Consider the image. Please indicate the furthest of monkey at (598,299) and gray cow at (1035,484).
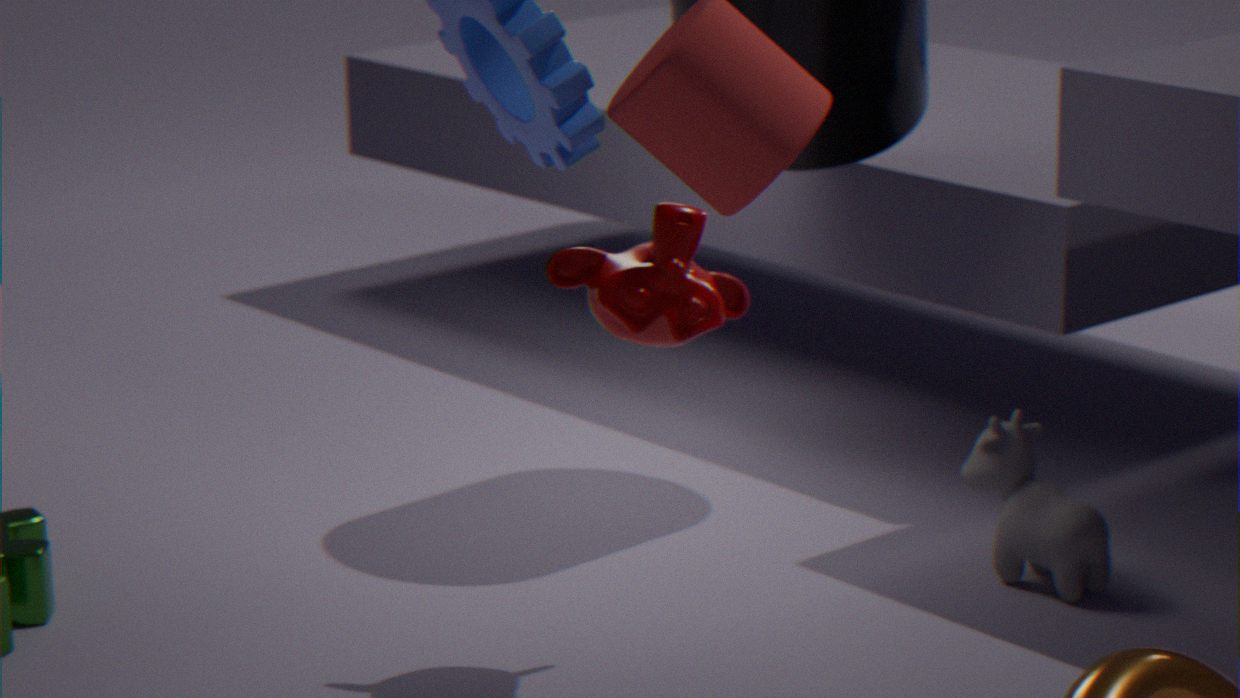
gray cow at (1035,484)
